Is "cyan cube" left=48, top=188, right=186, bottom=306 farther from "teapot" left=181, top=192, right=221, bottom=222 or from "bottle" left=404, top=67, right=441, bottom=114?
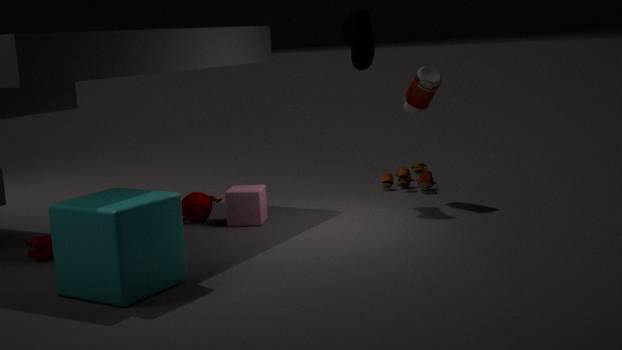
"bottle" left=404, top=67, right=441, bottom=114
